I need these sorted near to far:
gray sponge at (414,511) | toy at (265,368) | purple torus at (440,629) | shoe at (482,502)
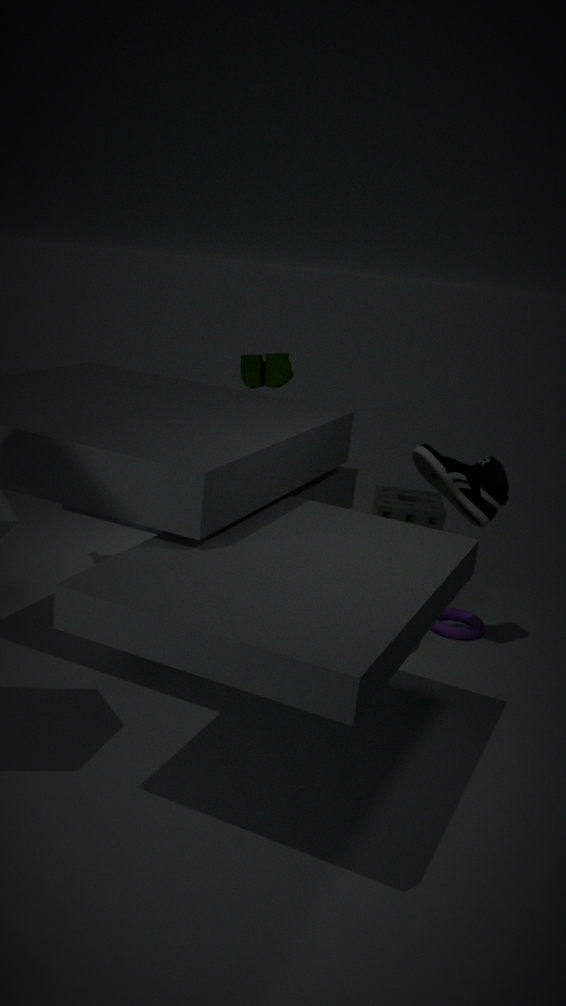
shoe at (482,502)
toy at (265,368)
purple torus at (440,629)
gray sponge at (414,511)
